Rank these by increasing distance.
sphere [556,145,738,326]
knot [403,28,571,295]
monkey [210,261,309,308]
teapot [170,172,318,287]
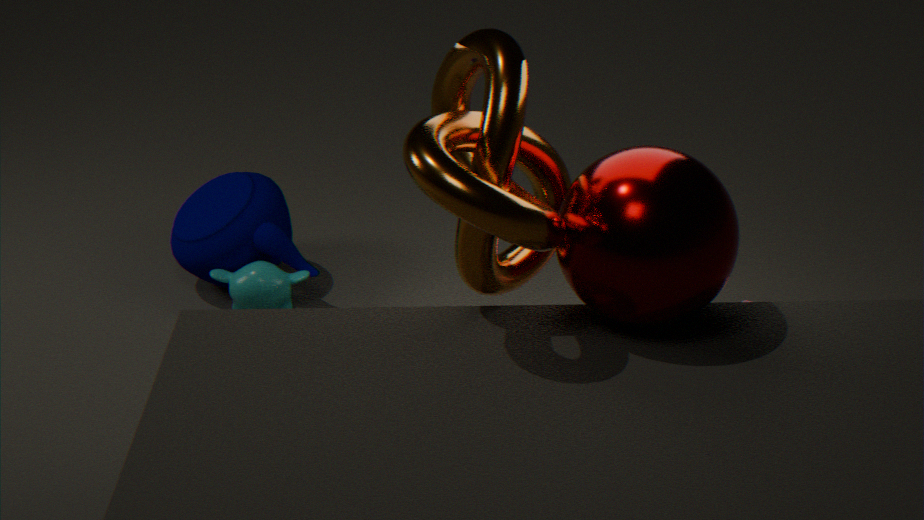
knot [403,28,571,295] → sphere [556,145,738,326] → monkey [210,261,309,308] → teapot [170,172,318,287]
